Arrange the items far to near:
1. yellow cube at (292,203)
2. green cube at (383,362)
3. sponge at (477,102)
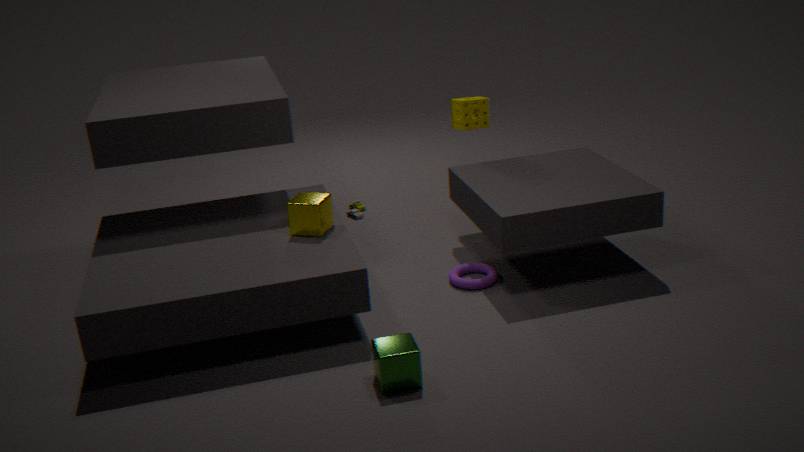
sponge at (477,102)
yellow cube at (292,203)
green cube at (383,362)
